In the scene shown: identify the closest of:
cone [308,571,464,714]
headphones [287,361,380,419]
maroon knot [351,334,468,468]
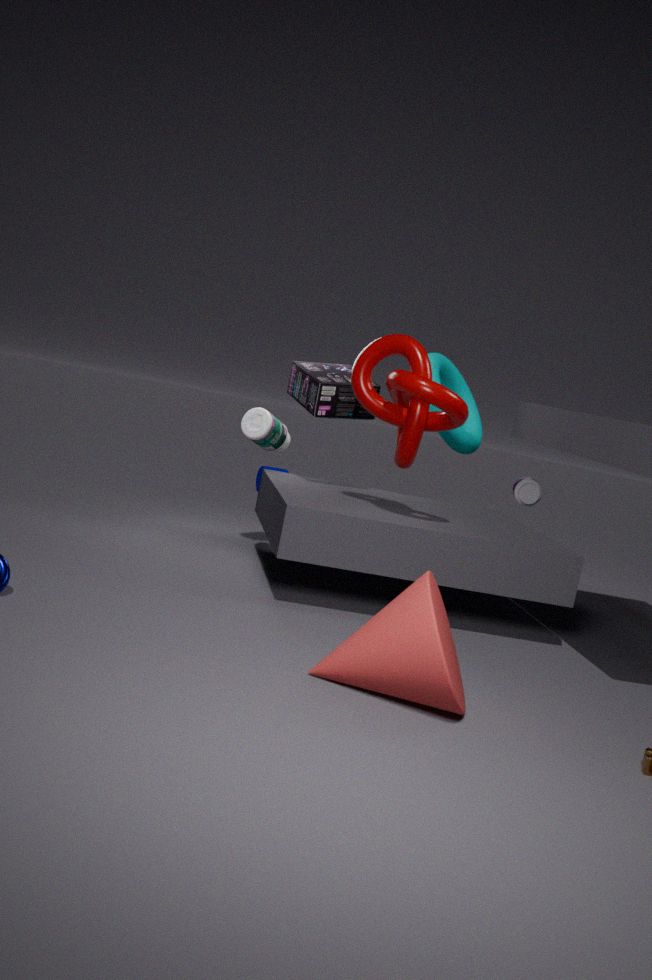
cone [308,571,464,714]
